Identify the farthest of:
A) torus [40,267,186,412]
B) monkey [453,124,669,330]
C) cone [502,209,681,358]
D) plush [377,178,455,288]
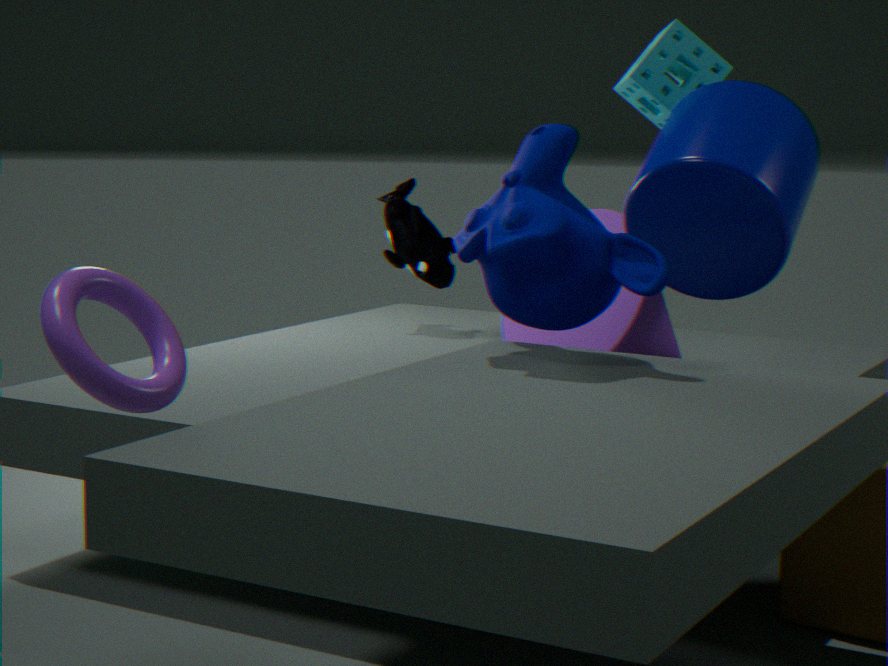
D. plush [377,178,455,288]
